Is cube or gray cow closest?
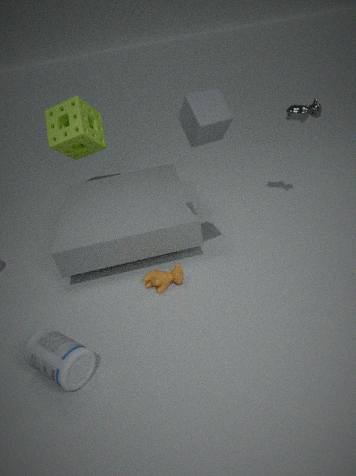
cube
